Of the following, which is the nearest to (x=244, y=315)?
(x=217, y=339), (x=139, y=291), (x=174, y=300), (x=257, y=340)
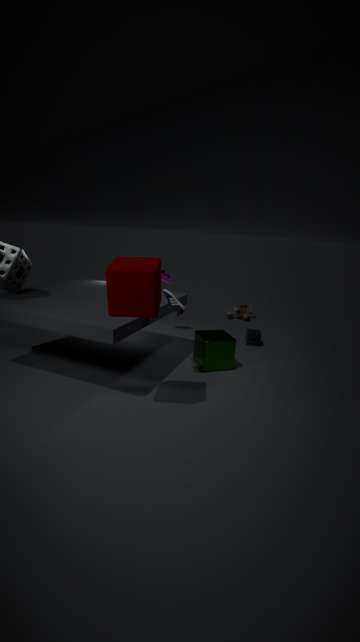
(x=257, y=340)
